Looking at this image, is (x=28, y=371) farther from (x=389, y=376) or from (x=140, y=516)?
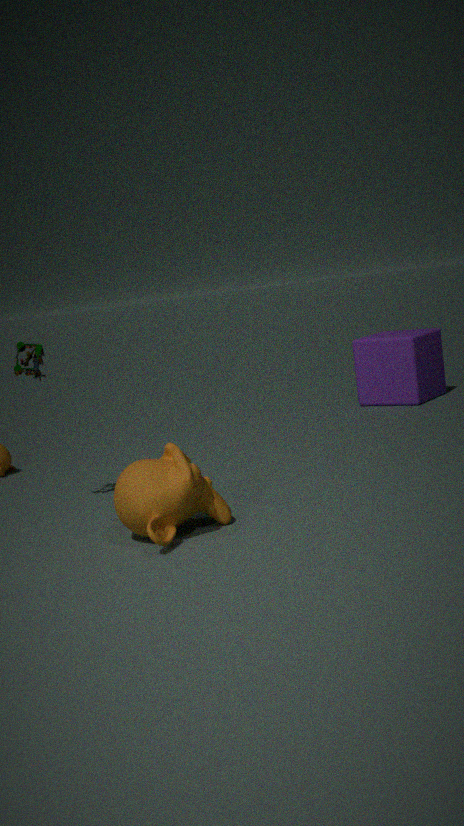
(x=389, y=376)
